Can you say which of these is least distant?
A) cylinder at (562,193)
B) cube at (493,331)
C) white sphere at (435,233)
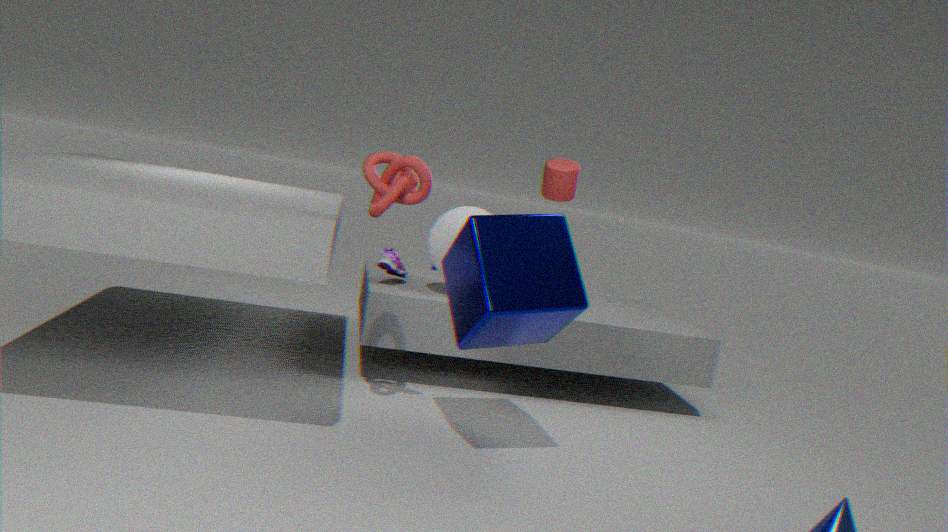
cube at (493,331)
